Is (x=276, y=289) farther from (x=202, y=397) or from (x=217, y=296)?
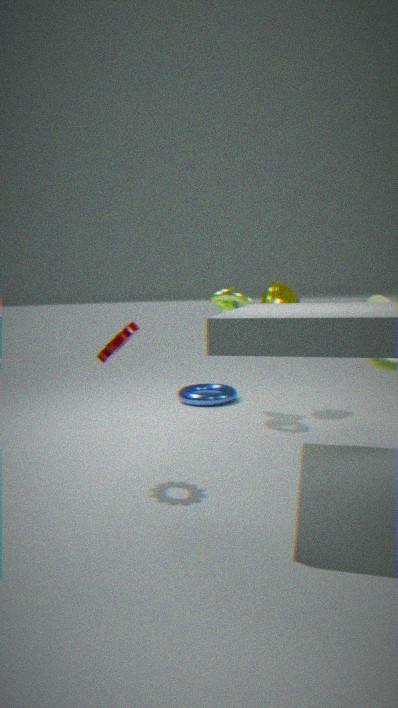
(x=202, y=397)
